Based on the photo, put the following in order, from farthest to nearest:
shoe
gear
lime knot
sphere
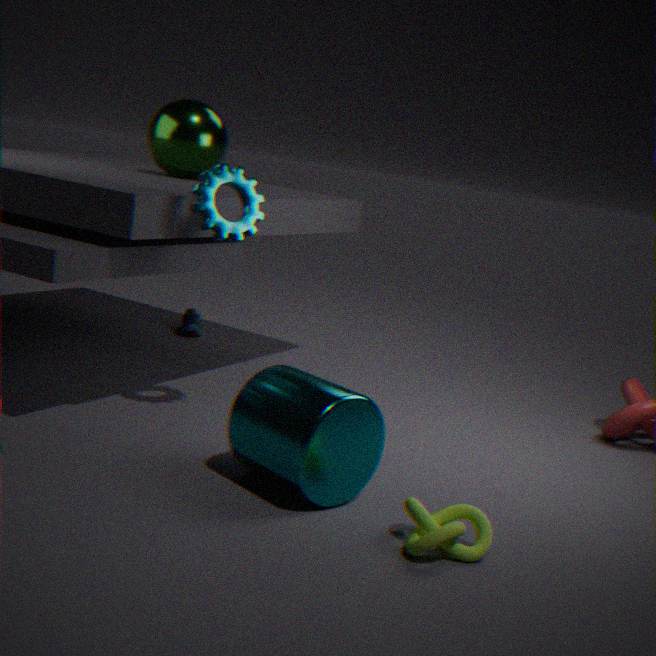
shoe → sphere → gear → lime knot
